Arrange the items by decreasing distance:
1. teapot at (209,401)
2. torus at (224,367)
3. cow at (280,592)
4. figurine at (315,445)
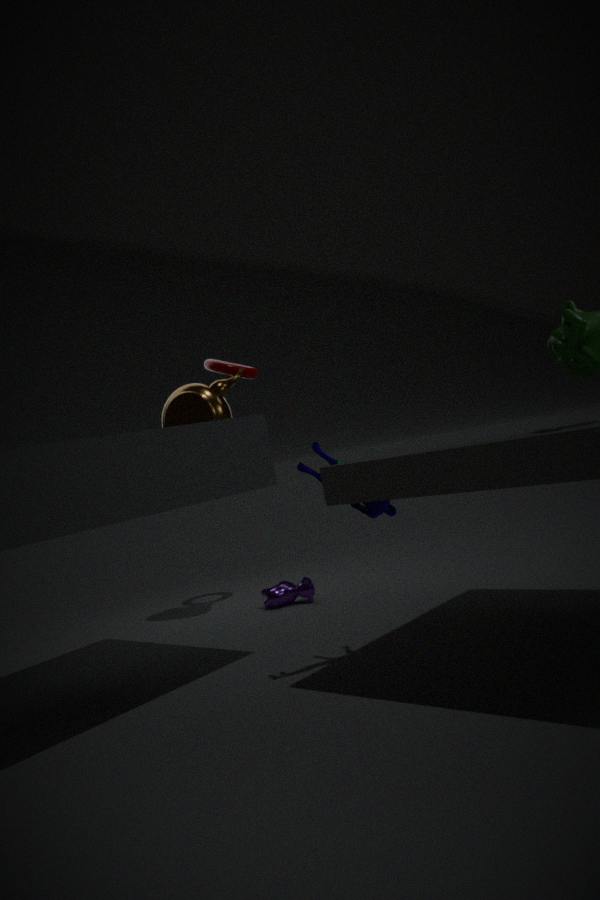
torus at (224,367)
cow at (280,592)
teapot at (209,401)
figurine at (315,445)
